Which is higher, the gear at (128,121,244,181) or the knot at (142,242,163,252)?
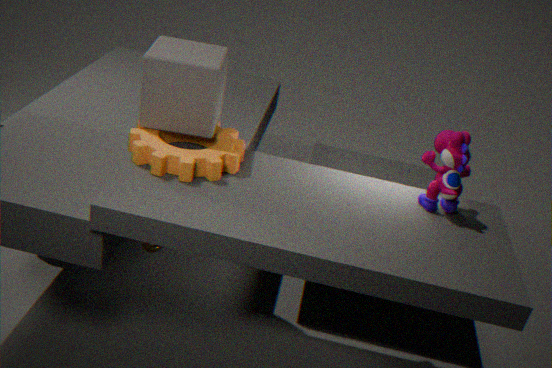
the gear at (128,121,244,181)
